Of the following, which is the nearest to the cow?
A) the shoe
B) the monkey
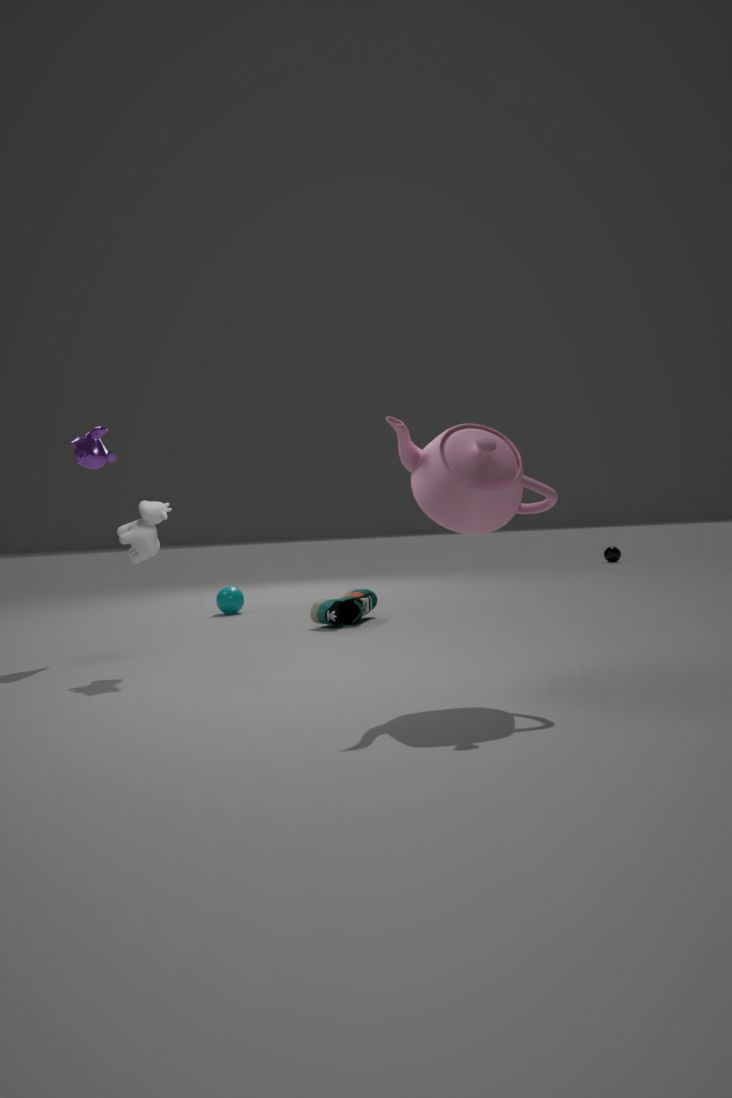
the monkey
